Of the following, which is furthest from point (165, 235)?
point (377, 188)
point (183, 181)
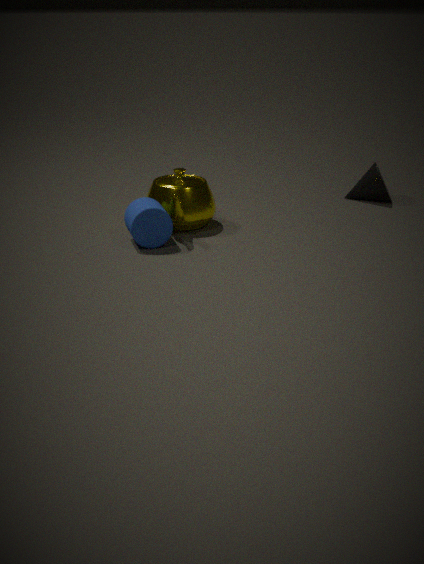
point (377, 188)
